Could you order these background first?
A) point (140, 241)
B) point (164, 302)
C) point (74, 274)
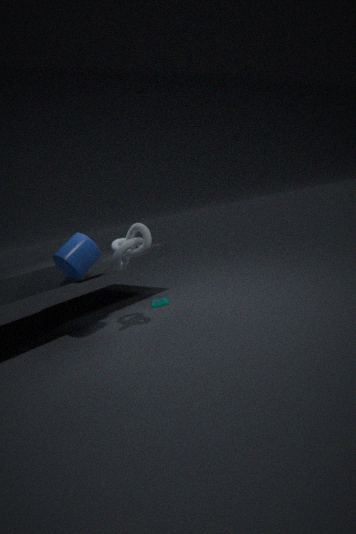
1. B. point (164, 302)
2. A. point (140, 241)
3. C. point (74, 274)
